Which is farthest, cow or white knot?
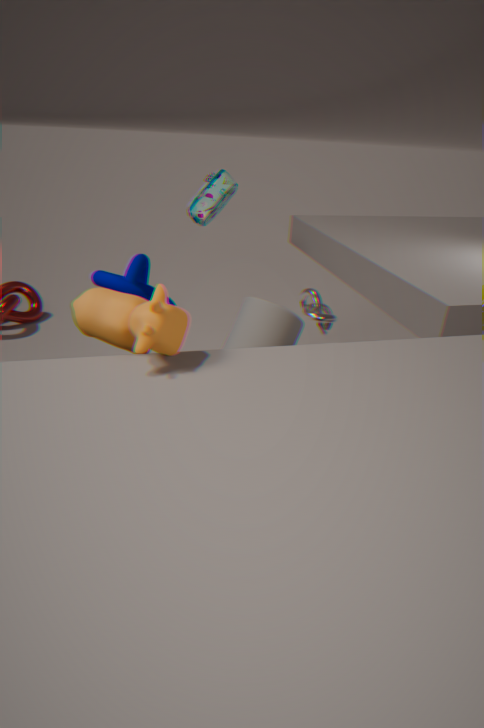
white knot
